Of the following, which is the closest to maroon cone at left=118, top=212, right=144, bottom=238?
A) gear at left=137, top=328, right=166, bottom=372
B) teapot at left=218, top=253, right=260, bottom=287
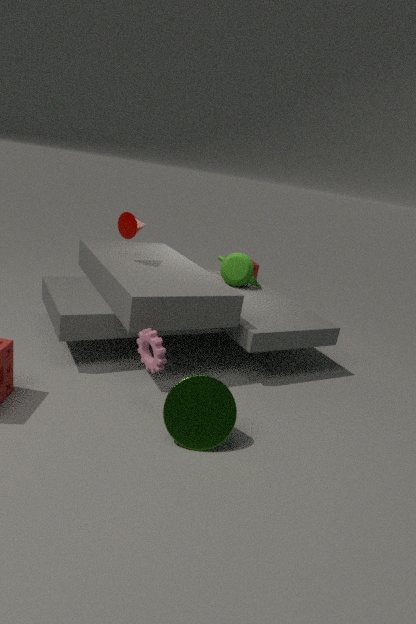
teapot at left=218, top=253, right=260, bottom=287
